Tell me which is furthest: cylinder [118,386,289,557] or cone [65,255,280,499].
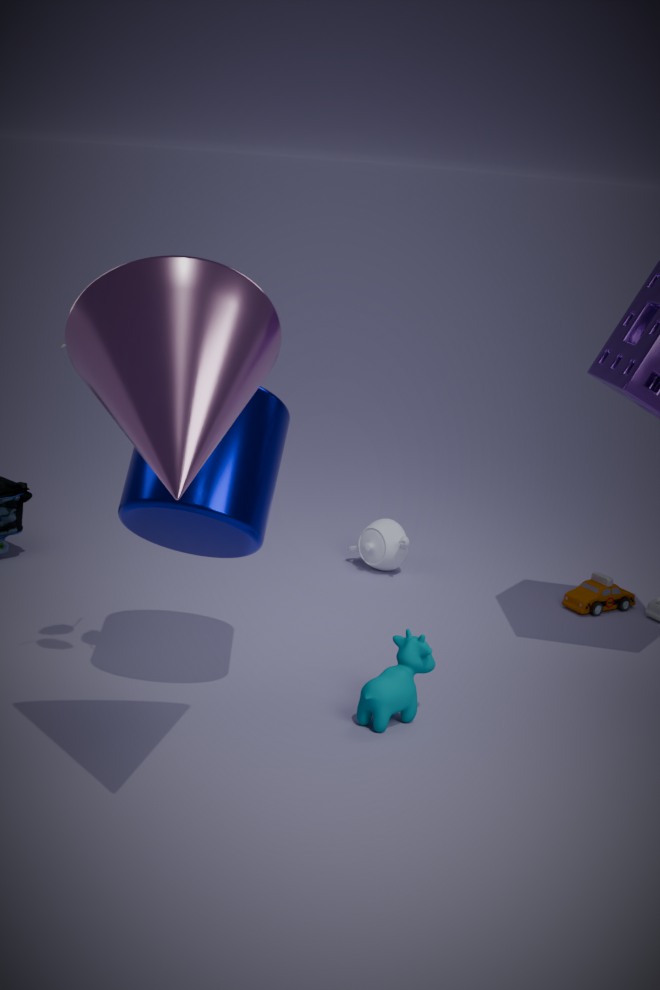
cylinder [118,386,289,557]
